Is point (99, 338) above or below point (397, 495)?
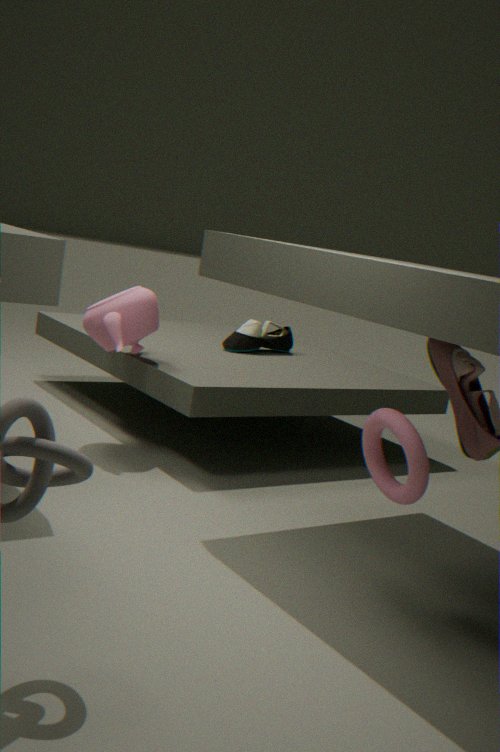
above
